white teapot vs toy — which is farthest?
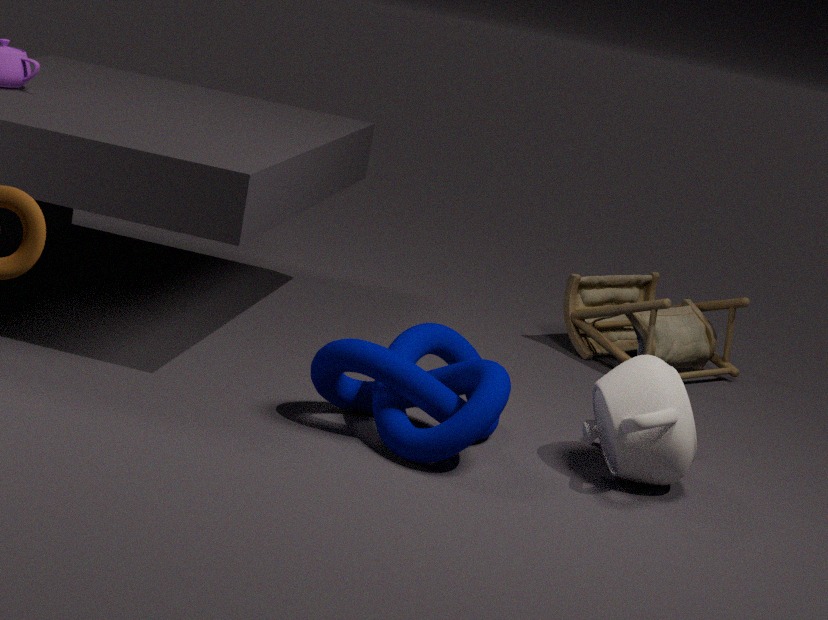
toy
